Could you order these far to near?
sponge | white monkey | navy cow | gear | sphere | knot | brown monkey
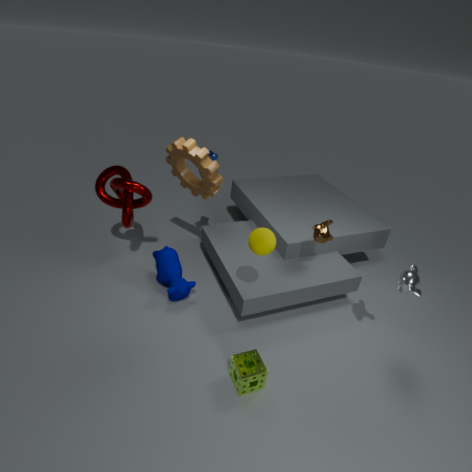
1. navy cow
2. knot
3. gear
4. brown monkey
5. white monkey
6. sphere
7. sponge
